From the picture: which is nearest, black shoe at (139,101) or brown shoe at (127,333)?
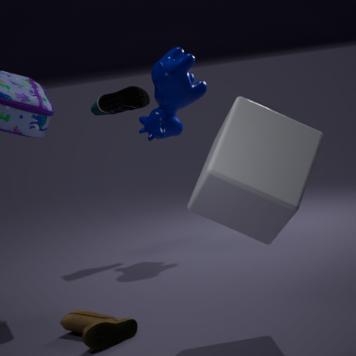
brown shoe at (127,333)
